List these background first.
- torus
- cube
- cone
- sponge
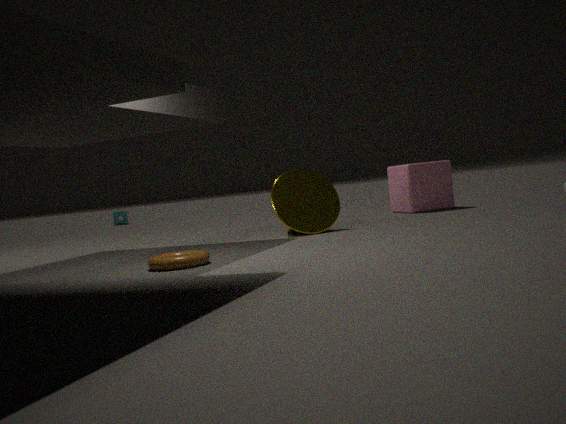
sponge
cube
cone
torus
